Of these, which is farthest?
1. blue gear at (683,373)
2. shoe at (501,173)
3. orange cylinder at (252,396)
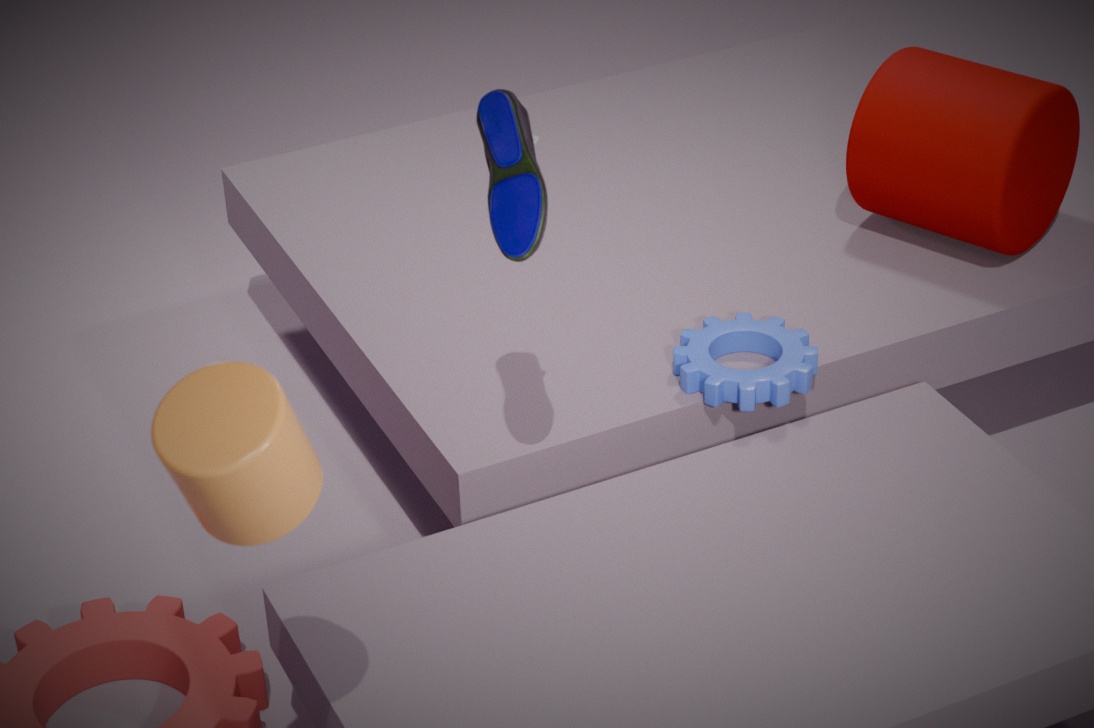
blue gear at (683,373)
